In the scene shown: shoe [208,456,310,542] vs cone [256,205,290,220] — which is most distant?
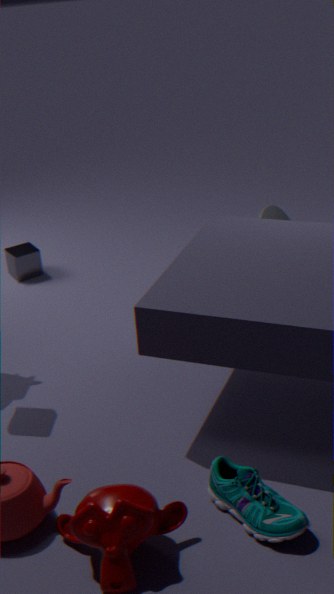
cone [256,205,290,220]
